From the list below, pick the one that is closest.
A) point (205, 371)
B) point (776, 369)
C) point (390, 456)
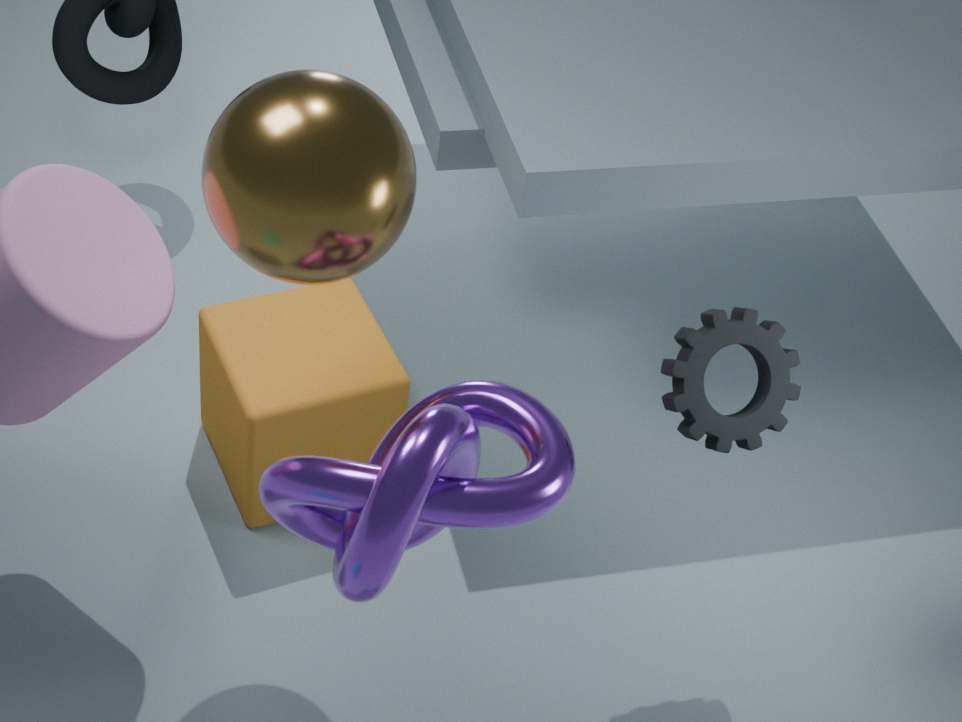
point (390, 456)
